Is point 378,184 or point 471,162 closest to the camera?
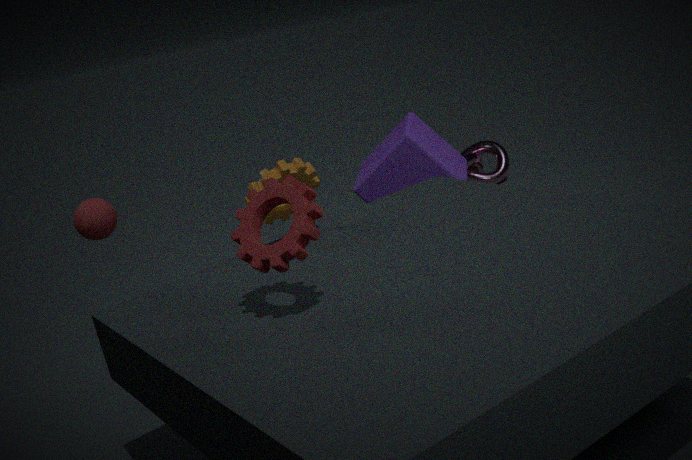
point 378,184
